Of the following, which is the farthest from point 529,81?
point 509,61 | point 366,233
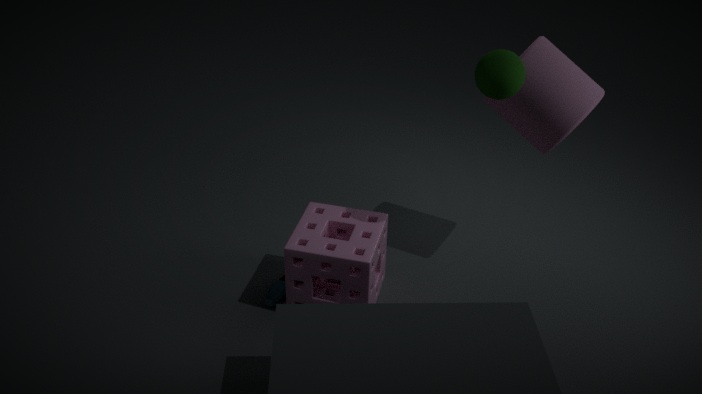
point 366,233
